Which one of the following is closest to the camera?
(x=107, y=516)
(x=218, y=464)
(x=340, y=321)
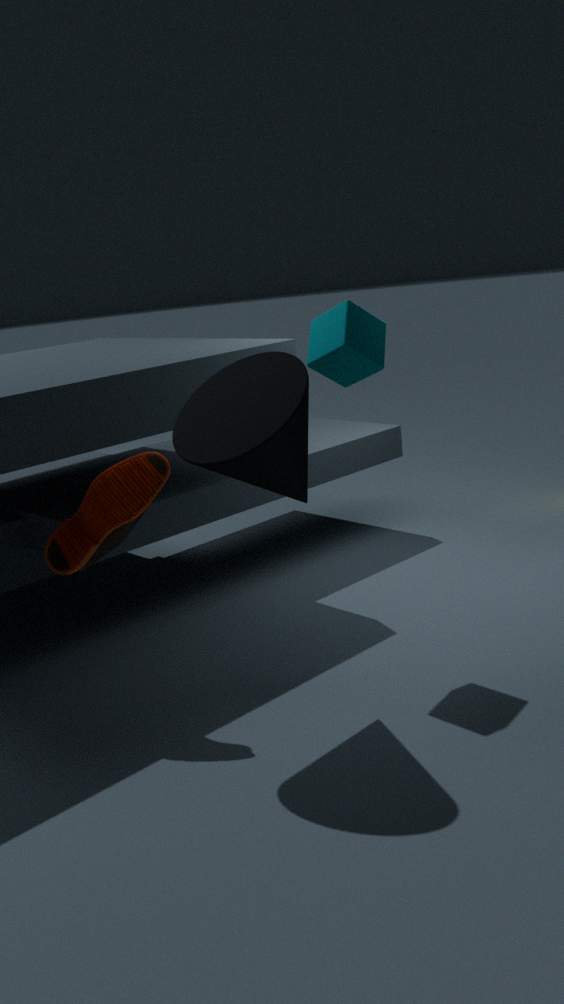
(x=218, y=464)
